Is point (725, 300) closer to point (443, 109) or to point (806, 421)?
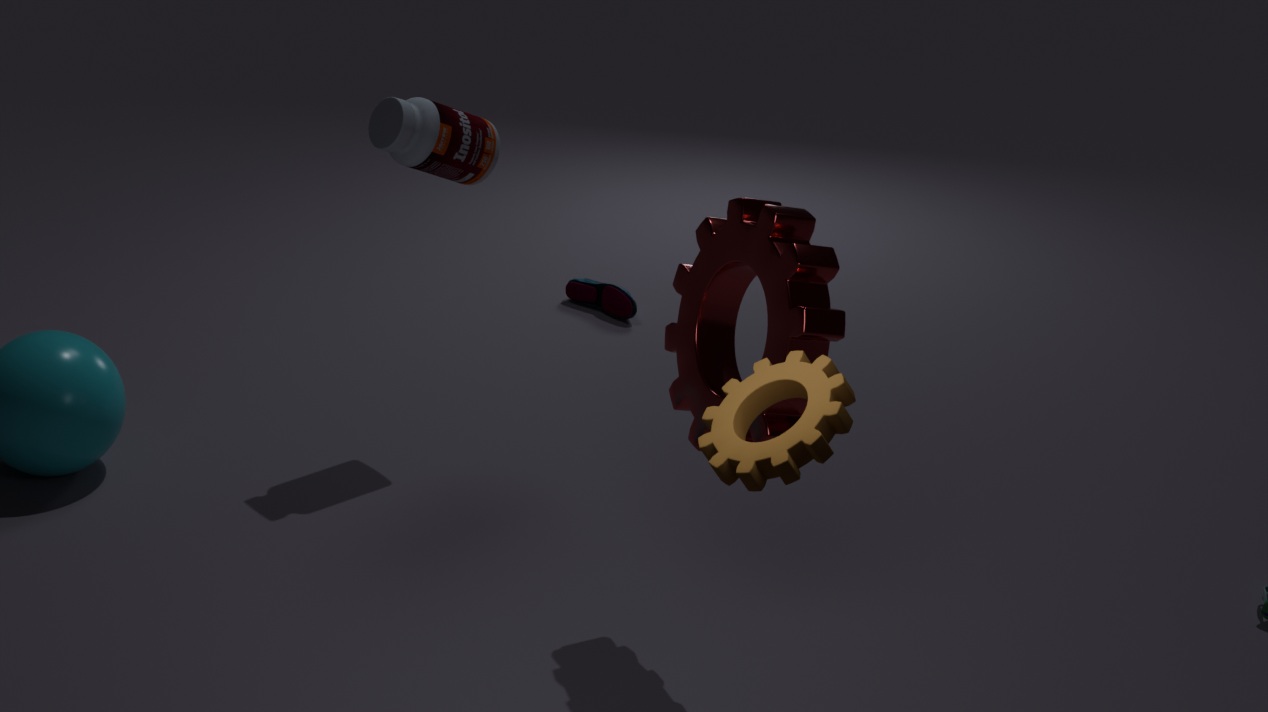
point (806, 421)
